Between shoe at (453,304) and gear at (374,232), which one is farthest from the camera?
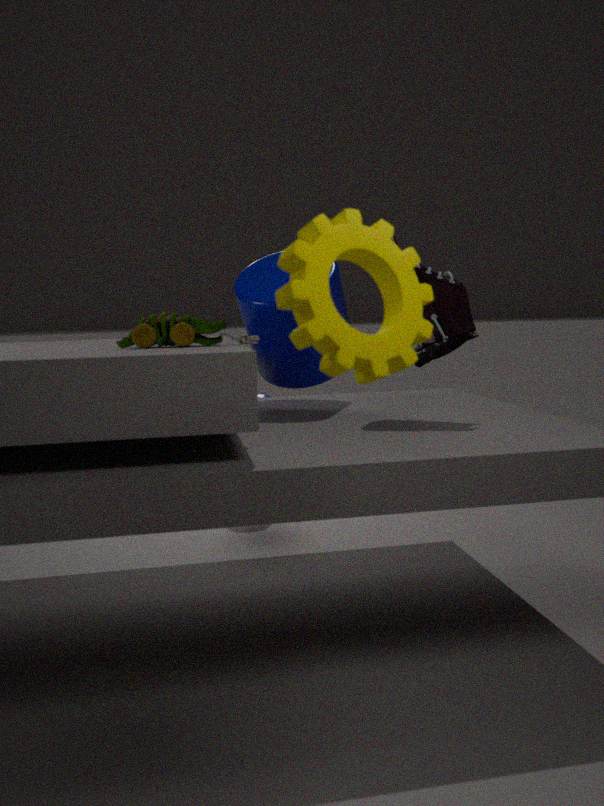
shoe at (453,304)
